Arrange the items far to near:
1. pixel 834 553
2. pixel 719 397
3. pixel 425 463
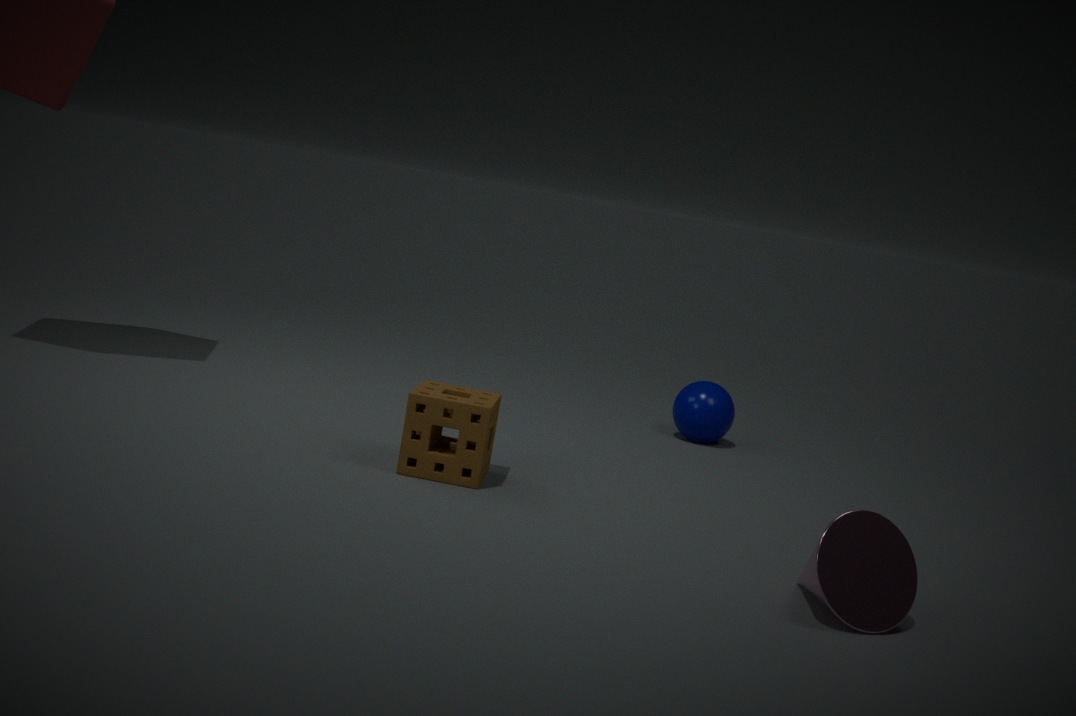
pixel 719 397, pixel 425 463, pixel 834 553
